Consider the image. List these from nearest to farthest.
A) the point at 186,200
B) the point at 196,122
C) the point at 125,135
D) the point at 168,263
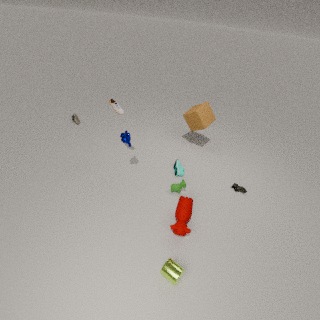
the point at 168,263, the point at 186,200, the point at 125,135, the point at 196,122
